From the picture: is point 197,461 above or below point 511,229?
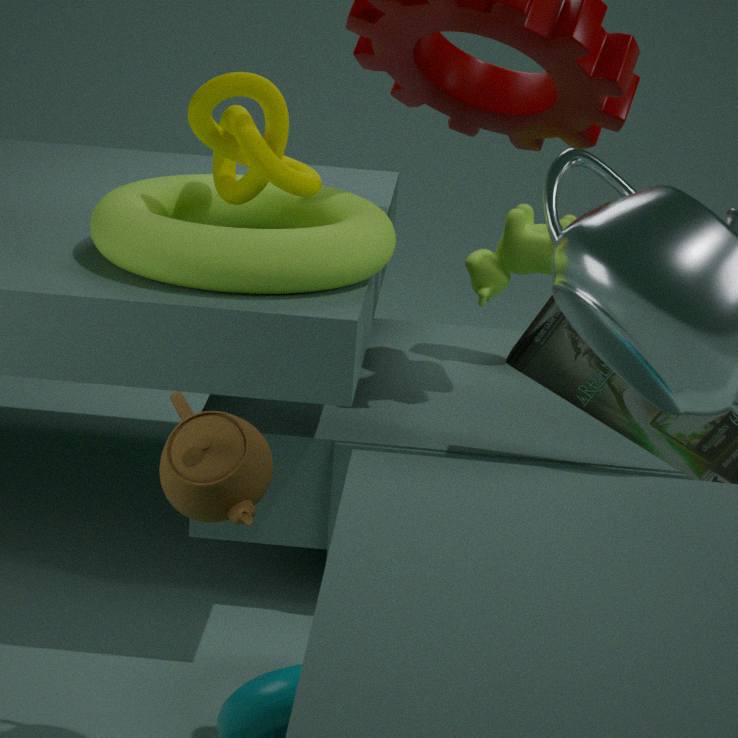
below
